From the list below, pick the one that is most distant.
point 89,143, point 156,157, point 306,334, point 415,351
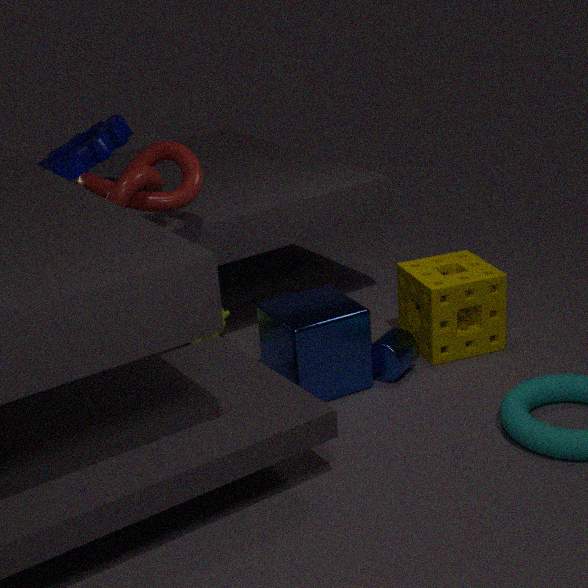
point 89,143
